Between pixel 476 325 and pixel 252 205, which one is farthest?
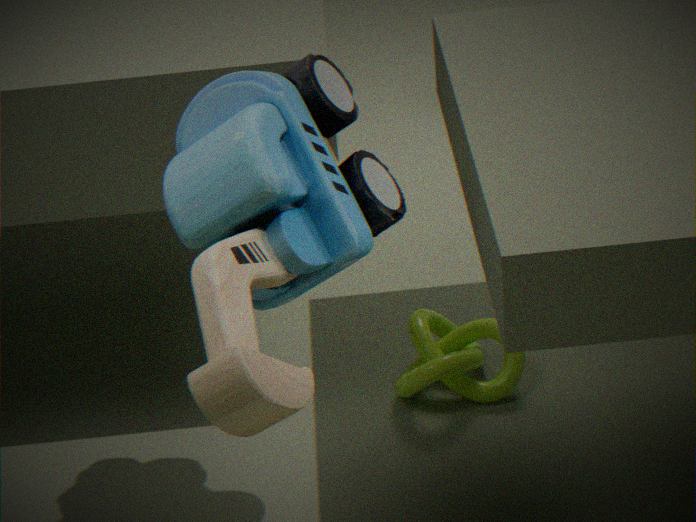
pixel 476 325
